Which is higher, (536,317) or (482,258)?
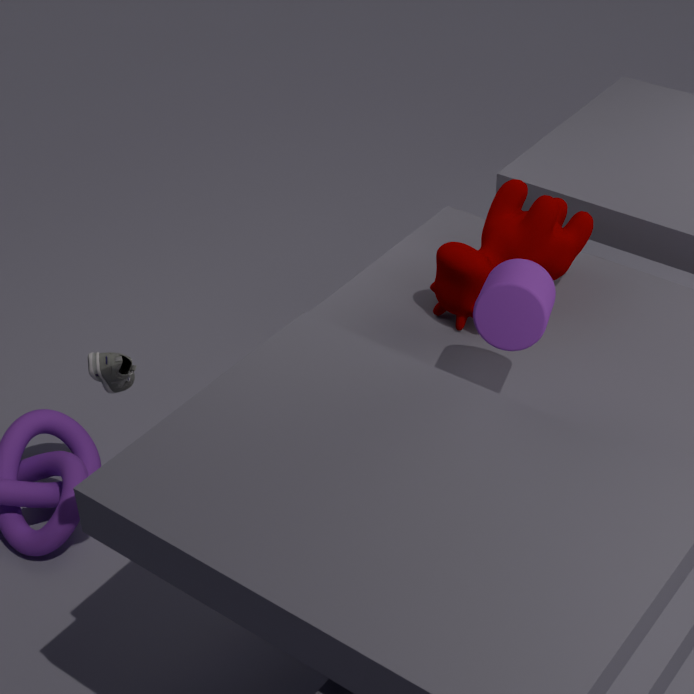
(536,317)
